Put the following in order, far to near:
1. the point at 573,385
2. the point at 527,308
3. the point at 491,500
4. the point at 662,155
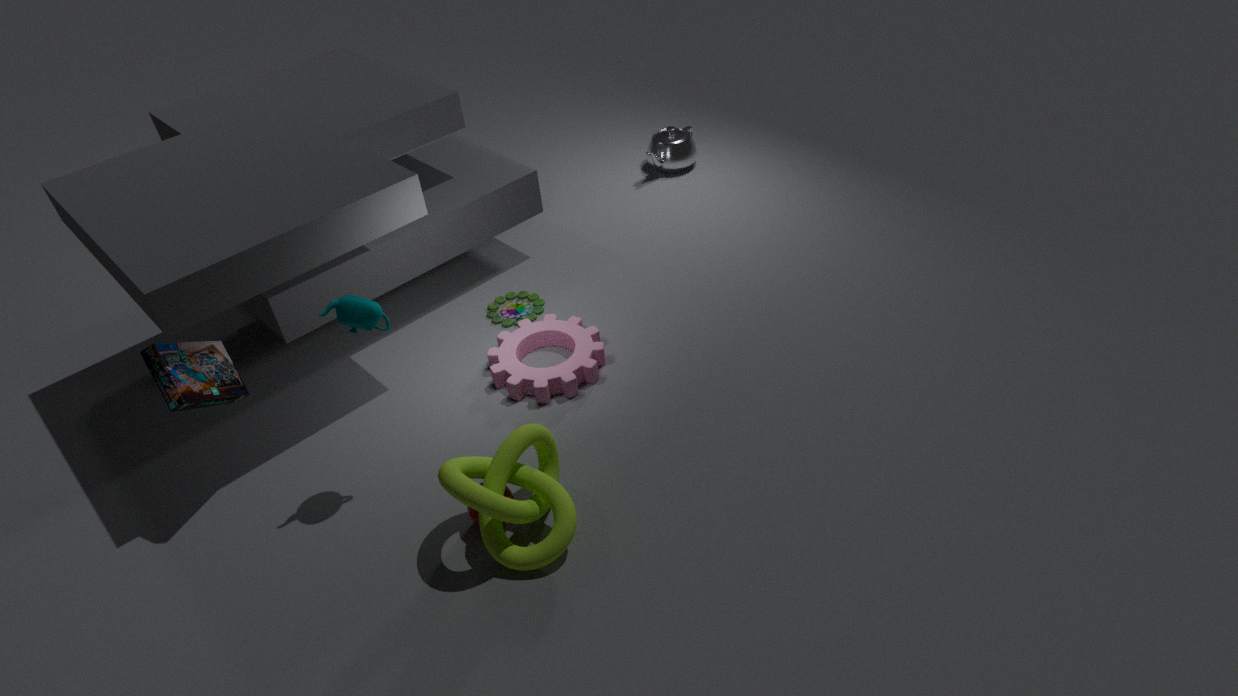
the point at 662,155
the point at 527,308
the point at 573,385
the point at 491,500
